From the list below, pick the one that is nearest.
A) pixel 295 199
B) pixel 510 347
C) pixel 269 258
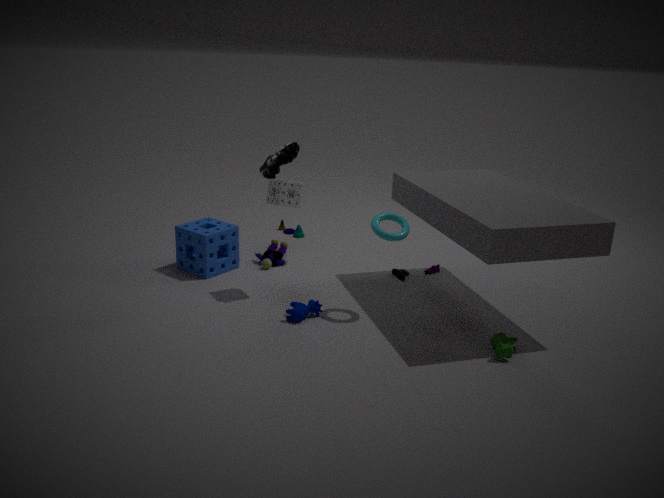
pixel 510 347
